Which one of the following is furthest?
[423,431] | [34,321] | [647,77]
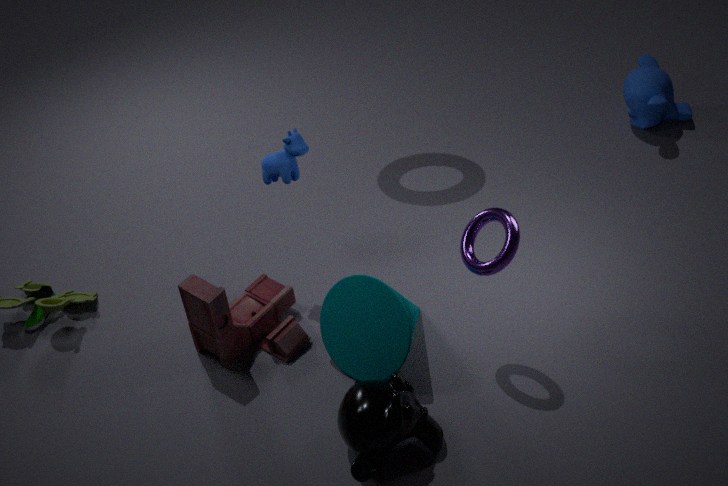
[647,77]
